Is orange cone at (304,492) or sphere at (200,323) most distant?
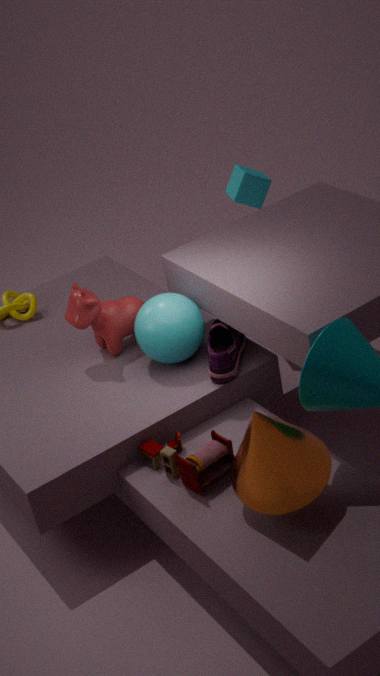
sphere at (200,323)
